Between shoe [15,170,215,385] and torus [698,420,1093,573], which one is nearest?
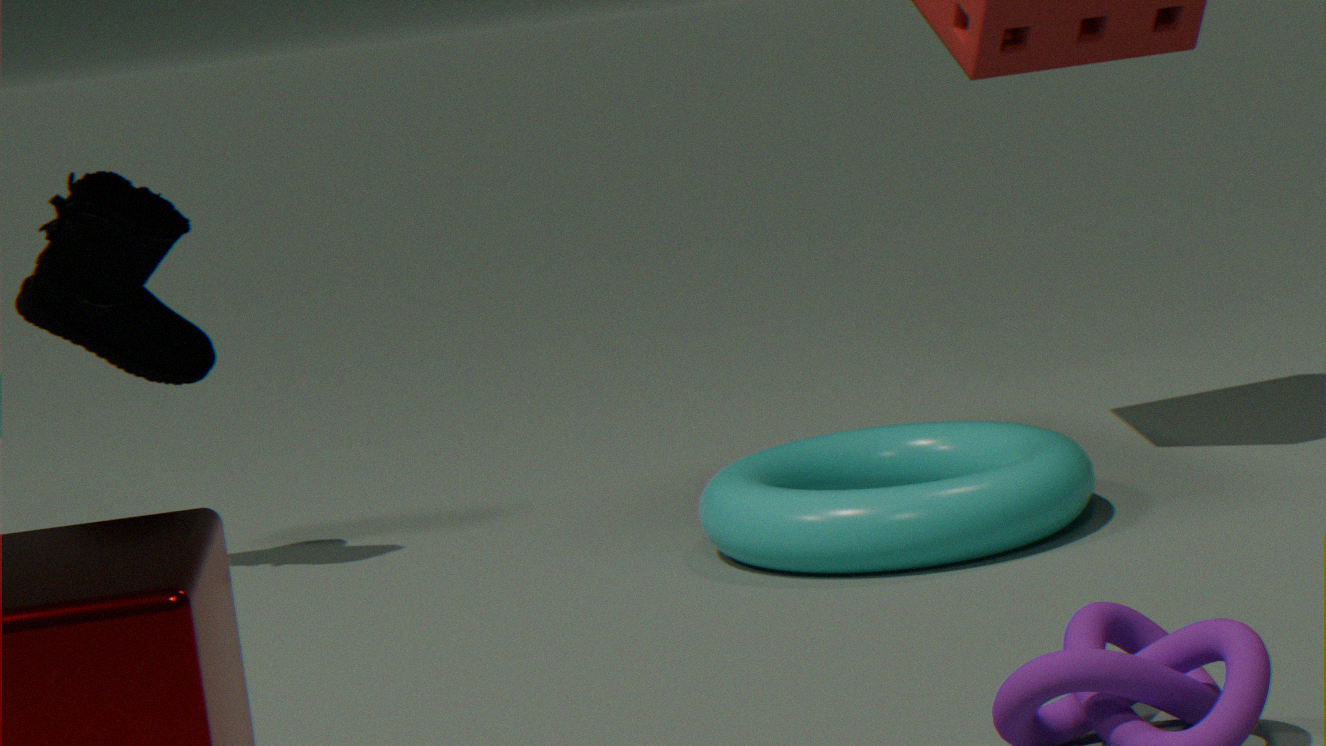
torus [698,420,1093,573]
